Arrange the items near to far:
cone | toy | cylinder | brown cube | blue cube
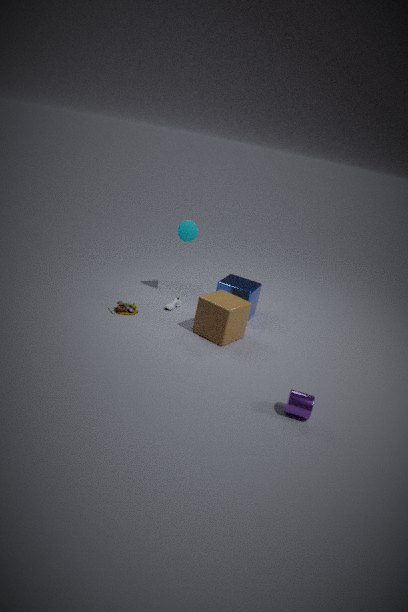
cylinder
brown cube
toy
blue cube
cone
